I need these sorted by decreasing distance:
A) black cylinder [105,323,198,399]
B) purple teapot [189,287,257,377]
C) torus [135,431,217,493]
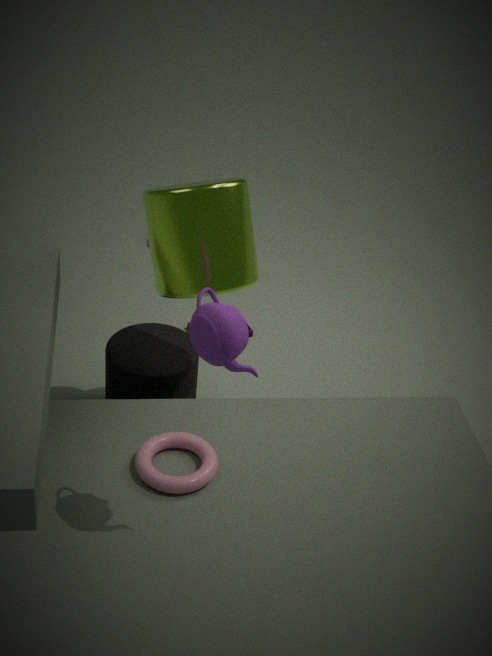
black cylinder [105,323,198,399] < torus [135,431,217,493] < purple teapot [189,287,257,377]
